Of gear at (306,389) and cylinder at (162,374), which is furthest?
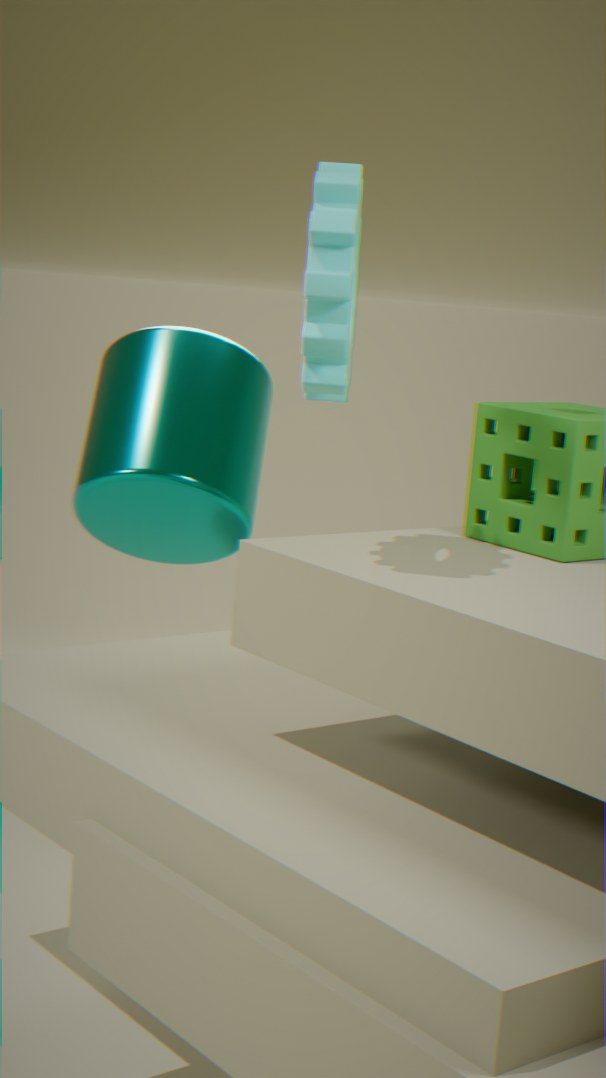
cylinder at (162,374)
